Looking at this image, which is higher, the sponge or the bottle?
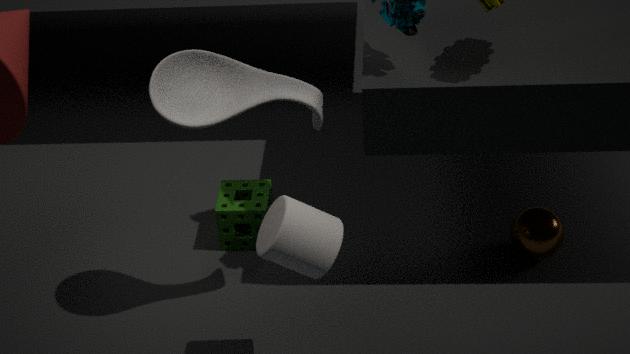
the bottle
